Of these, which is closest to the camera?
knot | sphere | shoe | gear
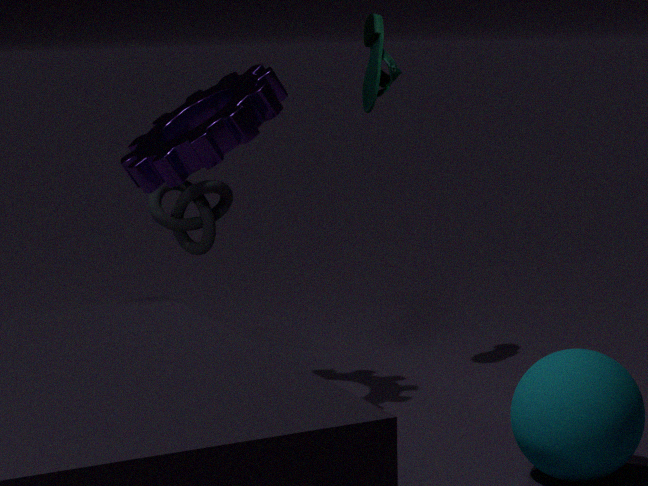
sphere
